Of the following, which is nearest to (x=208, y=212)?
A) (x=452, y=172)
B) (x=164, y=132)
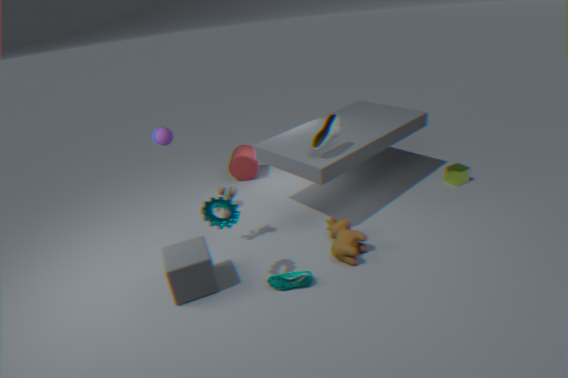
(x=164, y=132)
